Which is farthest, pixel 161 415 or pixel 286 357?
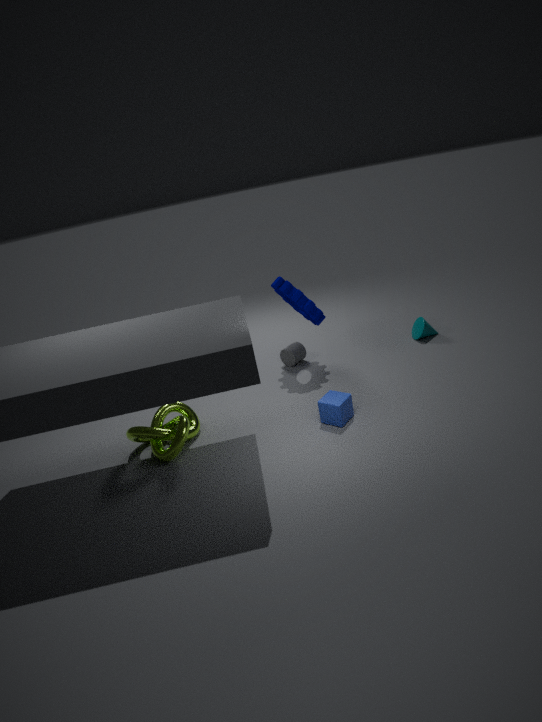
pixel 286 357
